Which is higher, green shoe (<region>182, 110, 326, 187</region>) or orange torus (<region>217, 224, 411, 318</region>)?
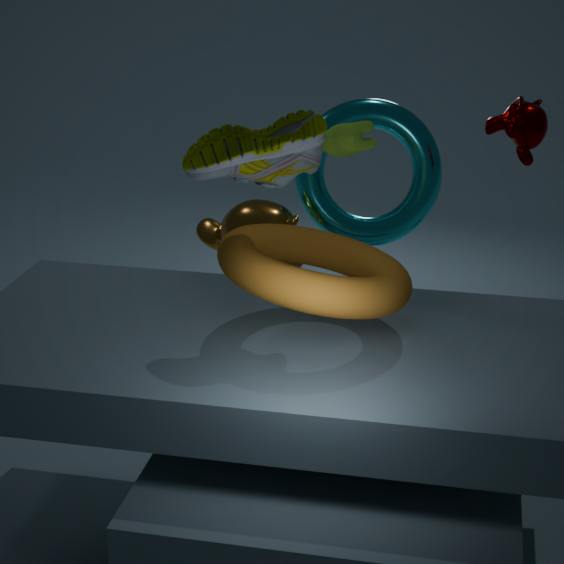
green shoe (<region>182, 110, 326, 187</region>)
